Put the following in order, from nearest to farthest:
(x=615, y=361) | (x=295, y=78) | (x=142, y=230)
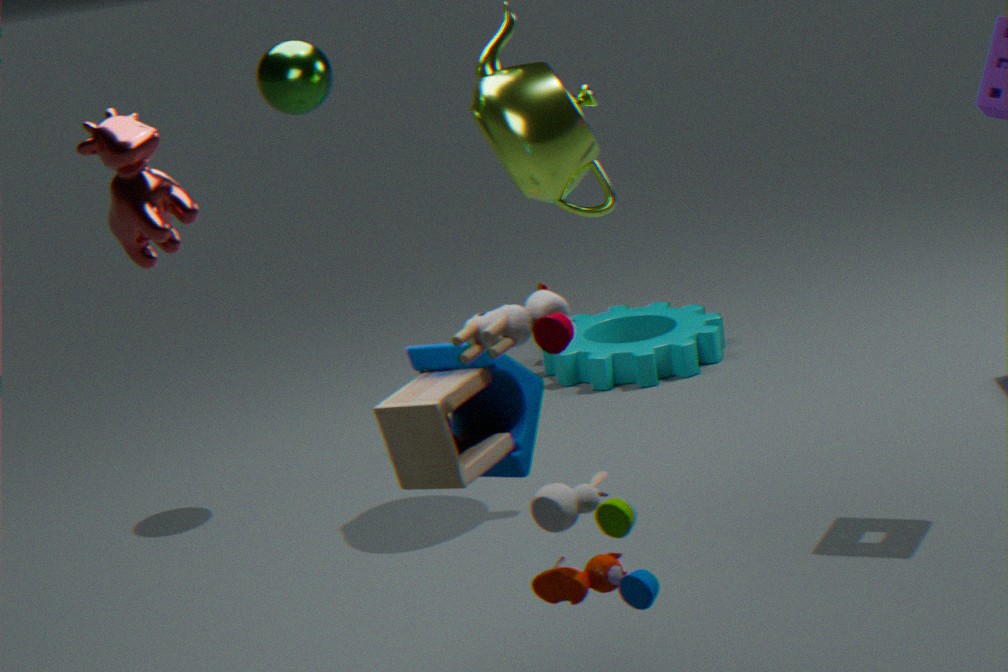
1. (x=142, y=230)
2. (x=295, y=78)
3. (x=615, y=361)
